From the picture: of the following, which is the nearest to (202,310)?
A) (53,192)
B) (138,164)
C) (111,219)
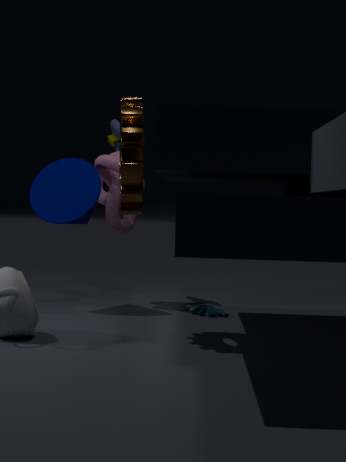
(111,219)
